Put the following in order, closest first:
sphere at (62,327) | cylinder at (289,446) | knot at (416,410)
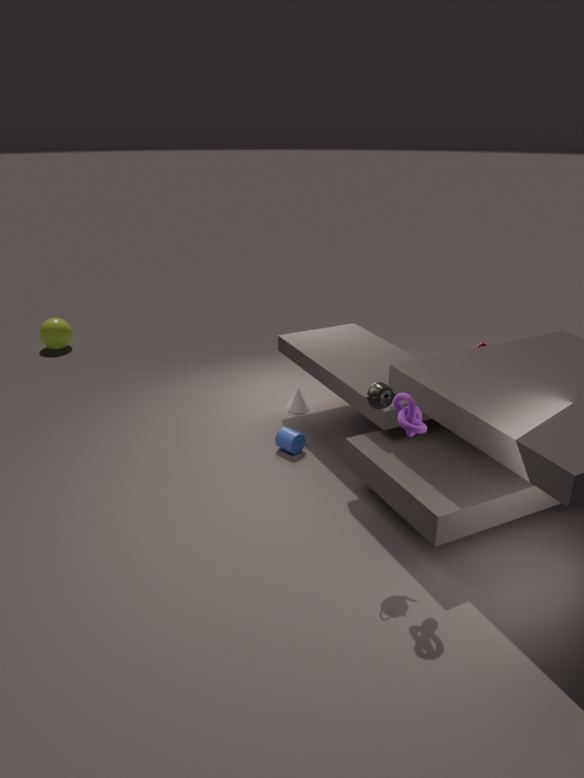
knot at (416,410)
cylinder at (289,446)
sphere at (62,327)
